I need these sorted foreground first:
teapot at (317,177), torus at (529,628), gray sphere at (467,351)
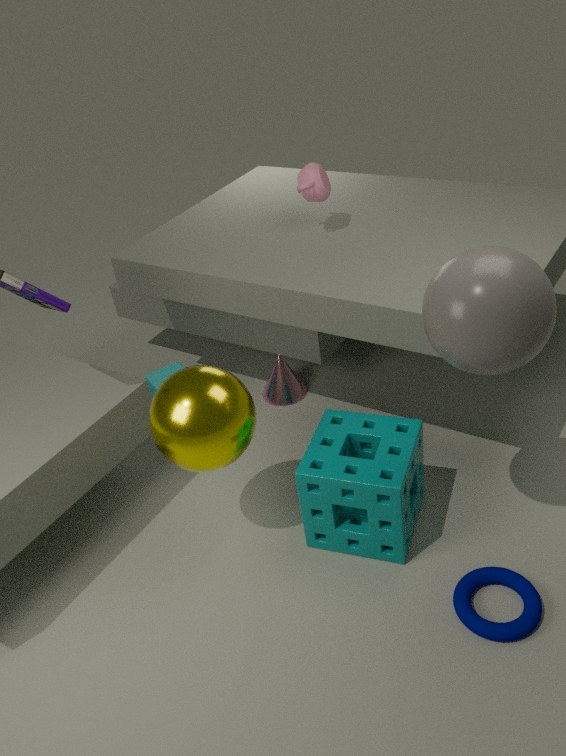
1. gray sphere at (467,351)
2. torus at (529,628)
3. teapot at (317,177)
